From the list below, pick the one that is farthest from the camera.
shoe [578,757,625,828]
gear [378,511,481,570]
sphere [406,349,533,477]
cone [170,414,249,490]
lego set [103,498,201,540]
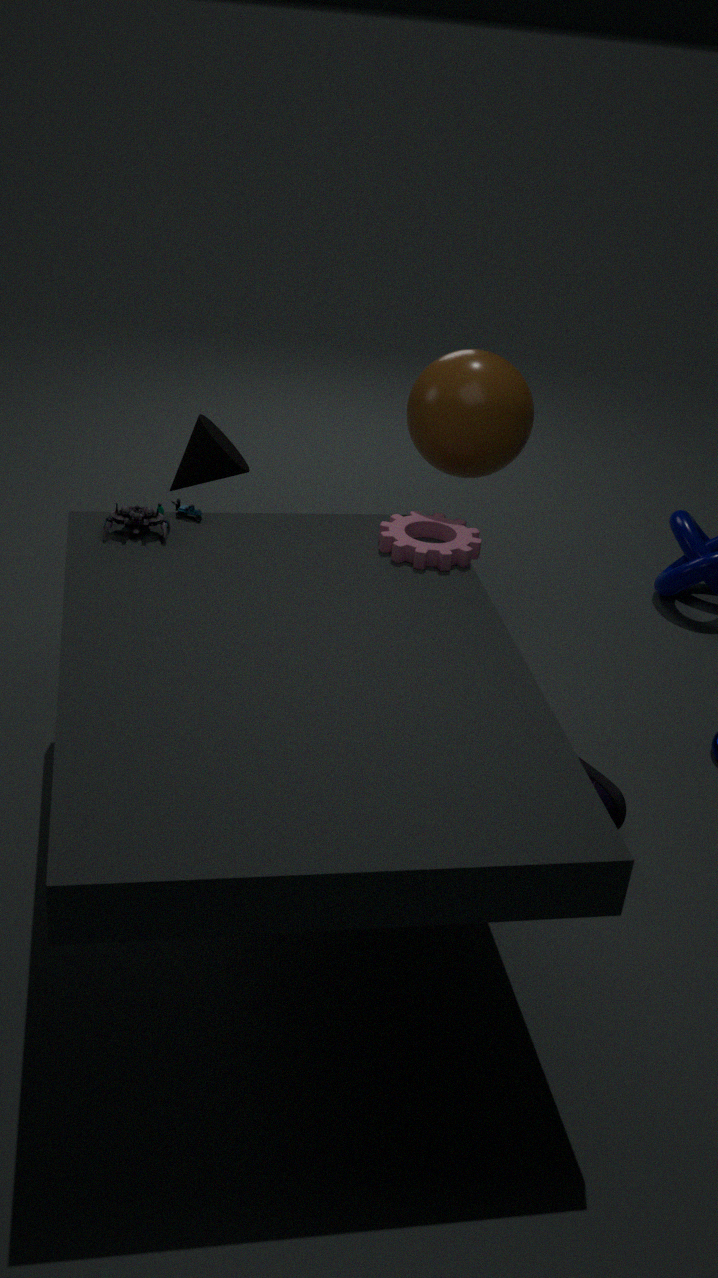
cone [170,414,249,490]
